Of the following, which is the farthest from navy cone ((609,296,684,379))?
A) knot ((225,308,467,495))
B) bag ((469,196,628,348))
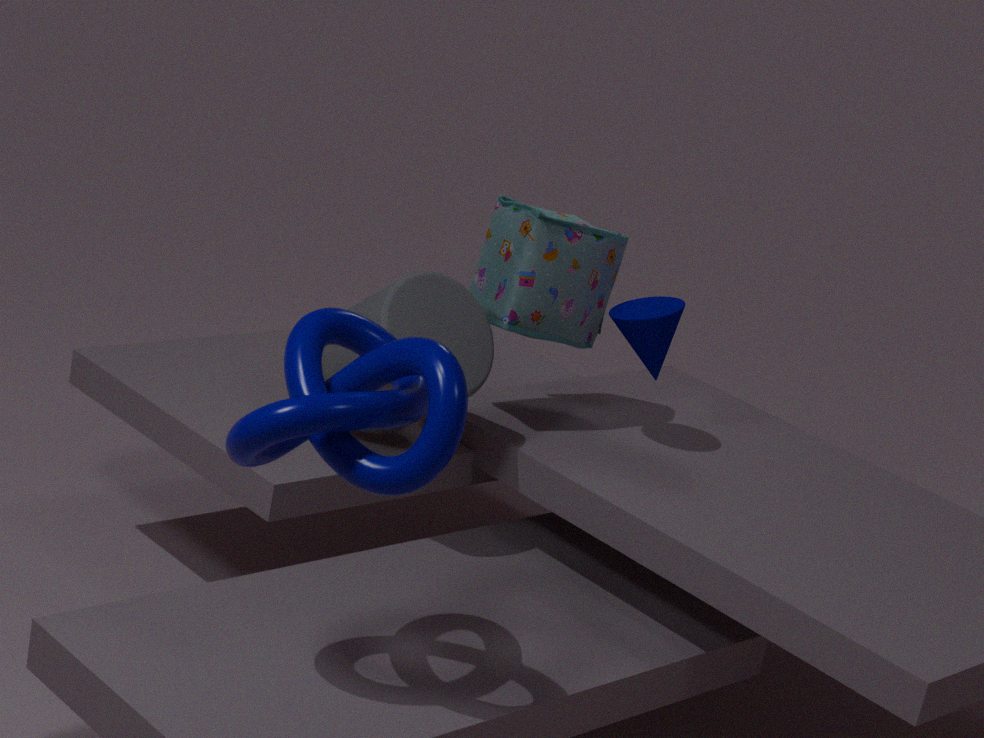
knot ((225,308,467,495))
